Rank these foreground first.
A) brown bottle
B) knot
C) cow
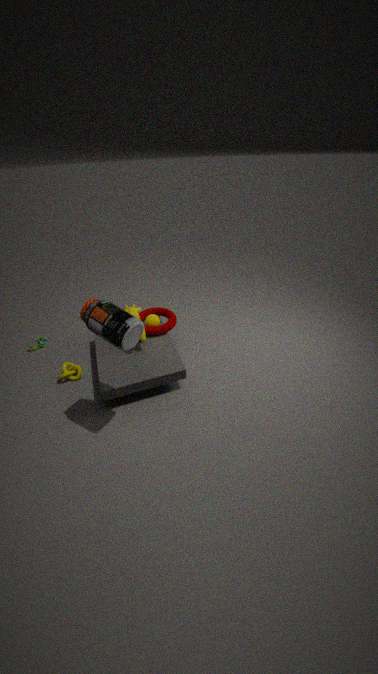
1. brown bottle
2. cow
3. knot
